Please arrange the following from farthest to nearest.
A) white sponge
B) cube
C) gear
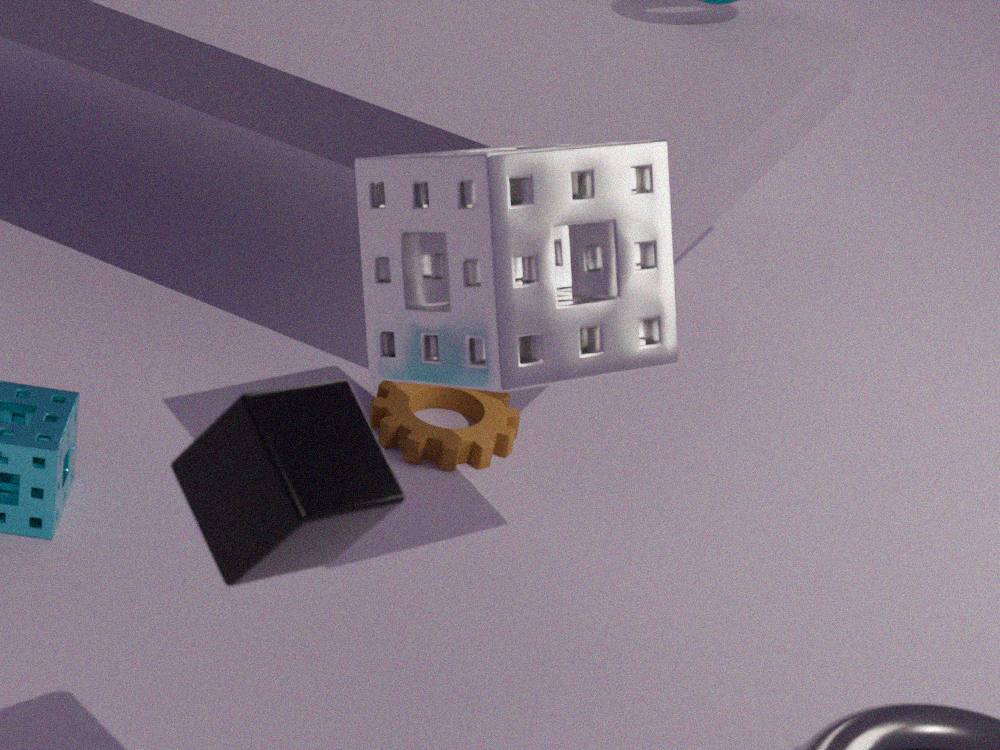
gear, white sponge, cube
